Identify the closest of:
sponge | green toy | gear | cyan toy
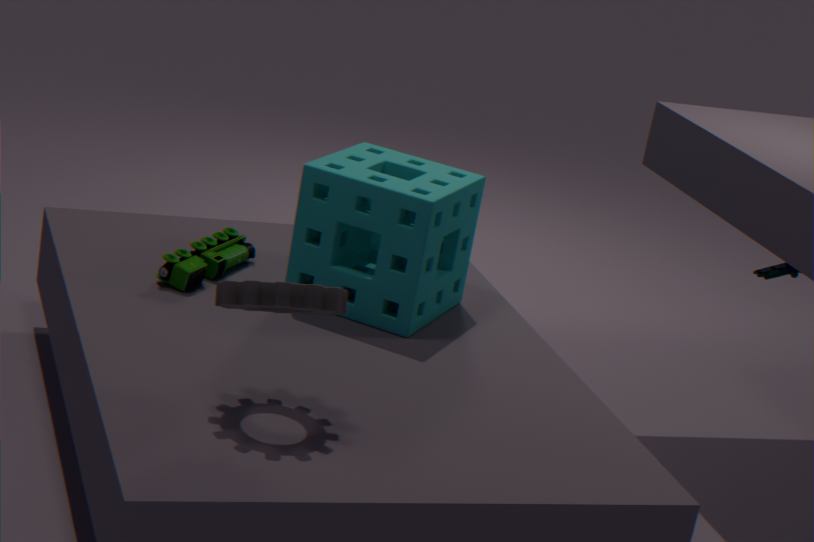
gear
